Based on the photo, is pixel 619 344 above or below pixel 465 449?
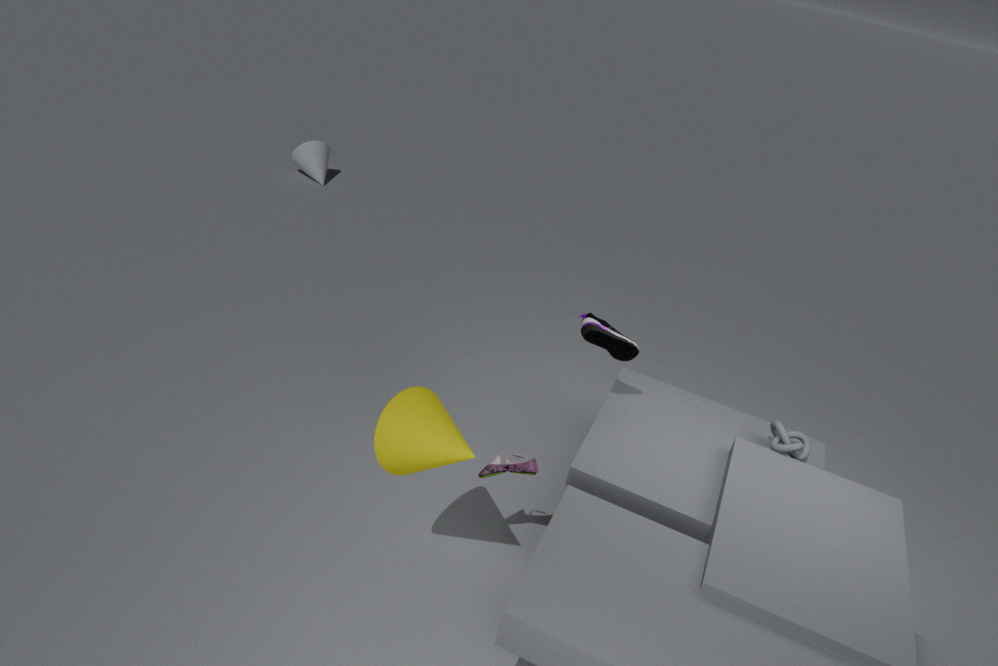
above
